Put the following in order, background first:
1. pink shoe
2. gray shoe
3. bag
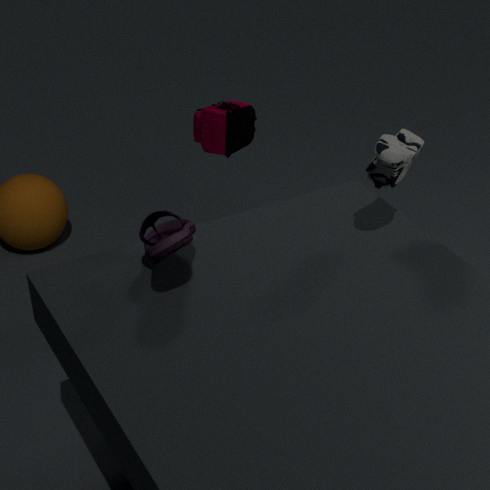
1. bag
2. gray shoe
3. pink shoe
